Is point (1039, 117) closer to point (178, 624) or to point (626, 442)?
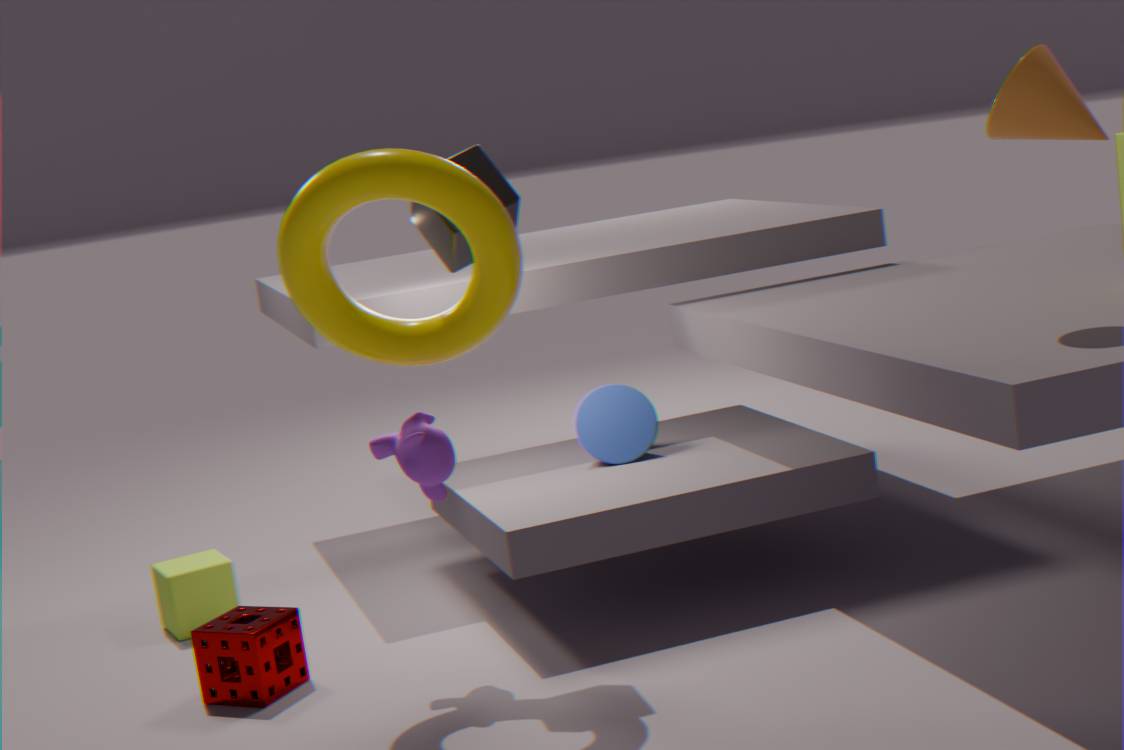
point (626, 442)
